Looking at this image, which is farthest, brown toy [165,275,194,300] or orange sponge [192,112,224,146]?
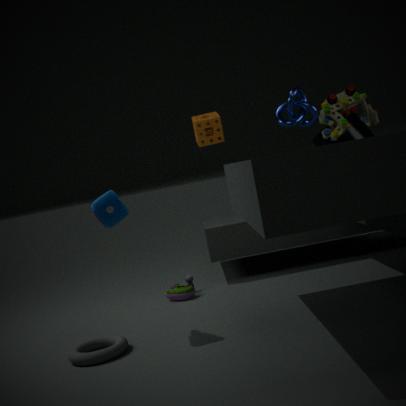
orange sponge [192,112,224,146]
